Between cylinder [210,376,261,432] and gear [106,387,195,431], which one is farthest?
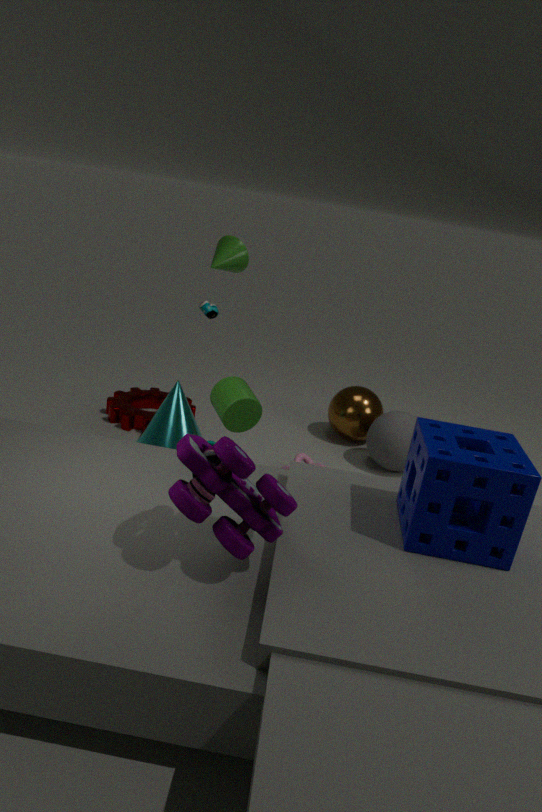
gear [106,387,195,431]
